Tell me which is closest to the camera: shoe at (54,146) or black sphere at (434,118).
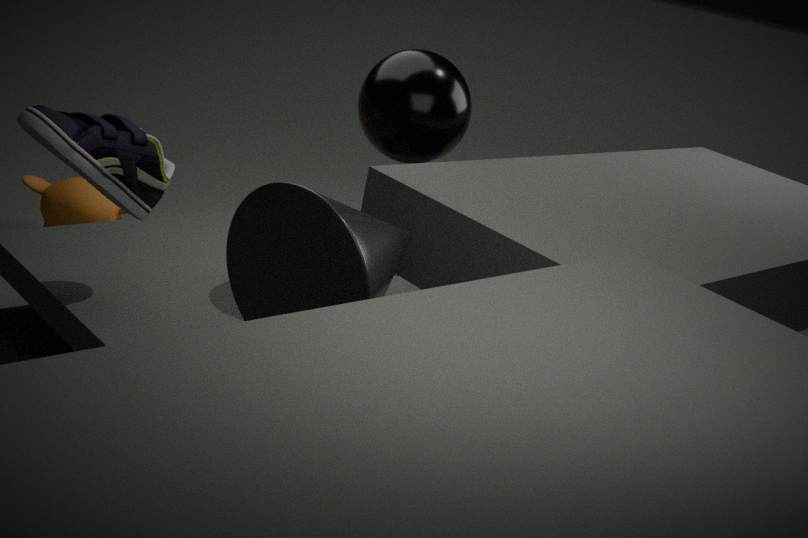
shoe at (54,146)
